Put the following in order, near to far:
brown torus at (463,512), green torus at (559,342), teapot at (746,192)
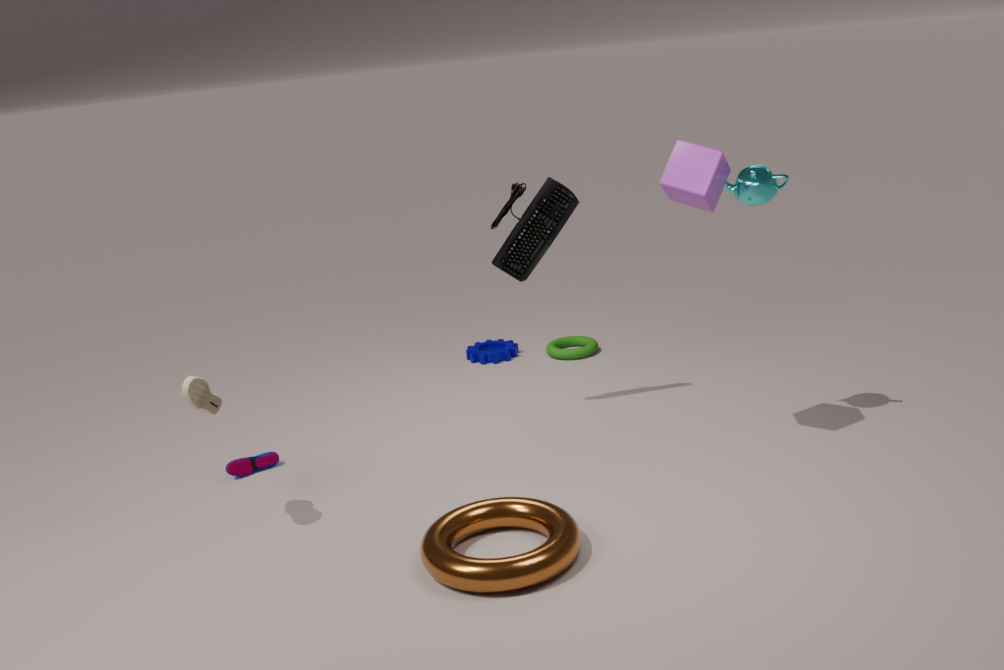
brown torus at (463,512) → teapot at (746,192) → green torus at (559,342)
